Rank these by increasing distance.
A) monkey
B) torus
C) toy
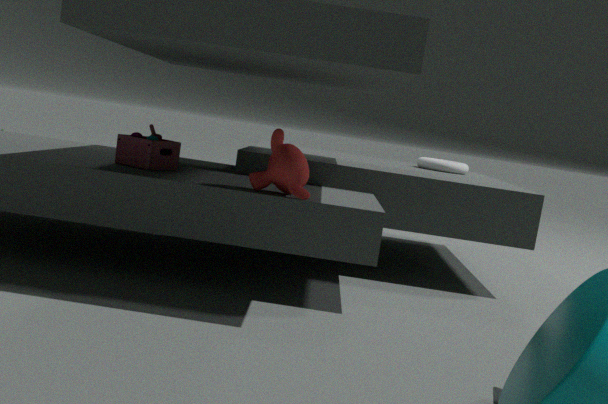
monkey → toy → torus
